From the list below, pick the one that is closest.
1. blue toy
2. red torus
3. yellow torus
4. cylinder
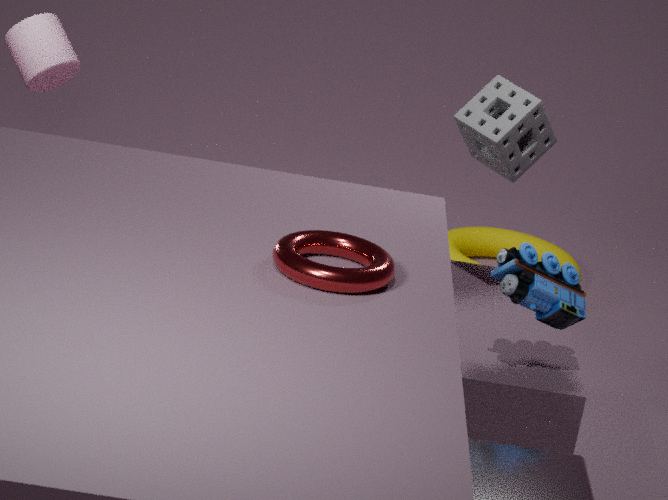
red torus
